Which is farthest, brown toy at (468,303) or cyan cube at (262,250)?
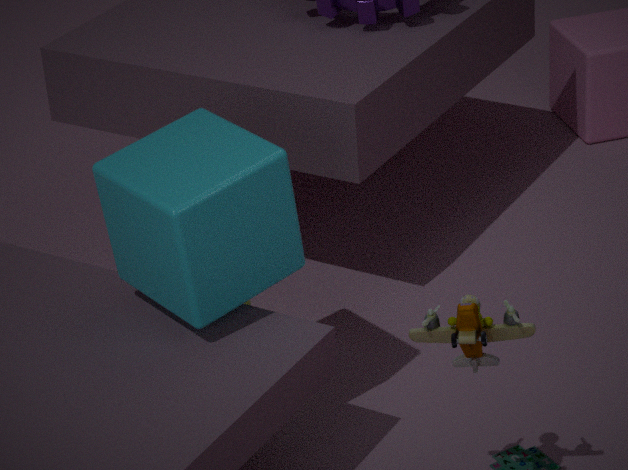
cyan cube at (262,250)
